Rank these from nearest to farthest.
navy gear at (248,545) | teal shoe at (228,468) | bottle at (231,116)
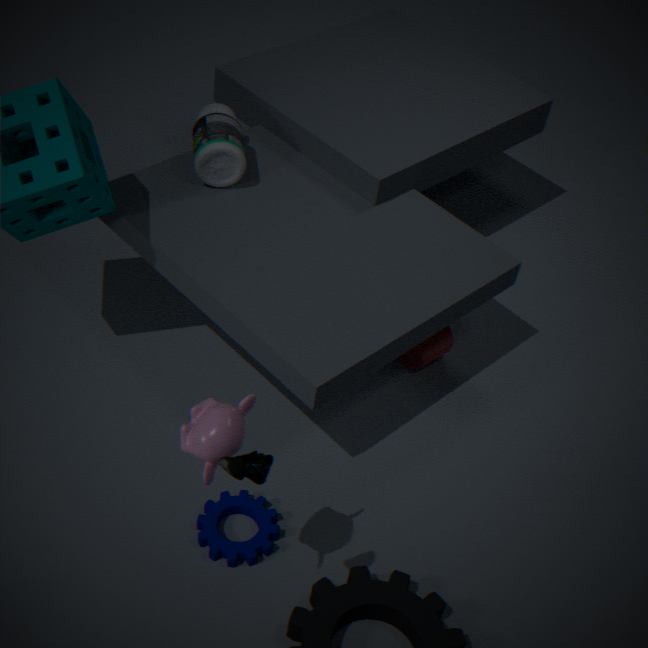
1. teal shoe at (228,468)
2. navy gear at (248,545)
3. bottle at (231,116)
